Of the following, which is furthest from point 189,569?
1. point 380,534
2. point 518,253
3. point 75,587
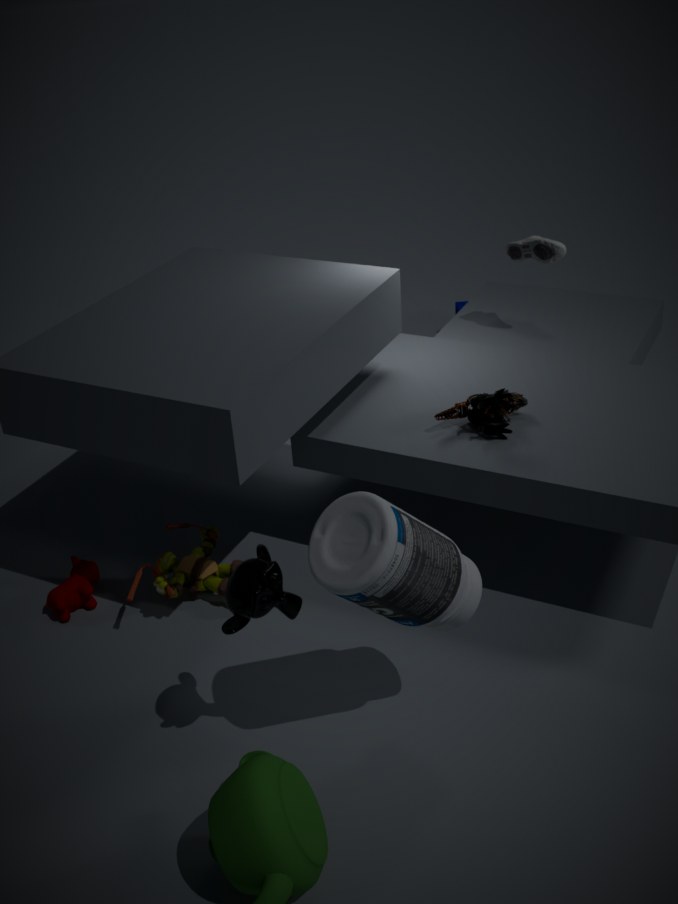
point 518,253
